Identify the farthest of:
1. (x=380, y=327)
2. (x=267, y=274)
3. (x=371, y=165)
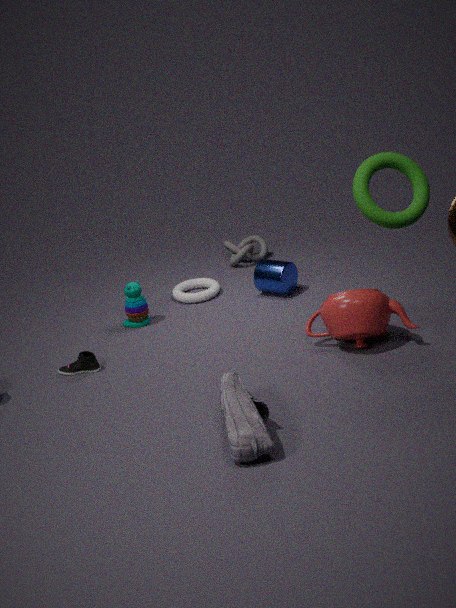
(x=267, y=274)
